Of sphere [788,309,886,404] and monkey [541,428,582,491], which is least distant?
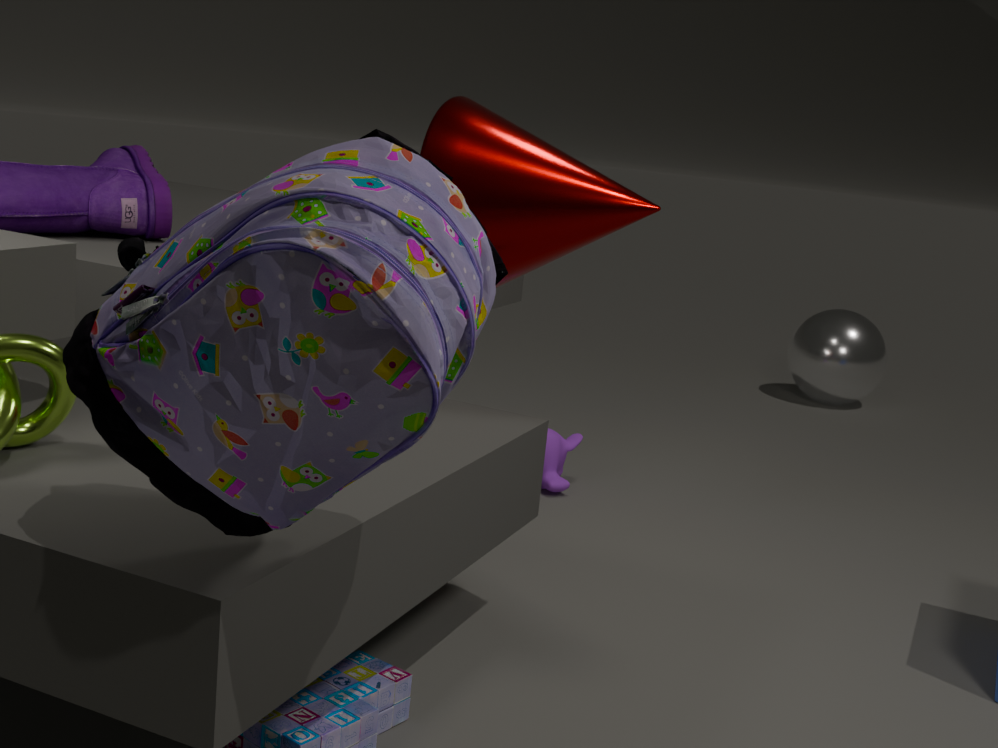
monkey [541,428,582,491]
